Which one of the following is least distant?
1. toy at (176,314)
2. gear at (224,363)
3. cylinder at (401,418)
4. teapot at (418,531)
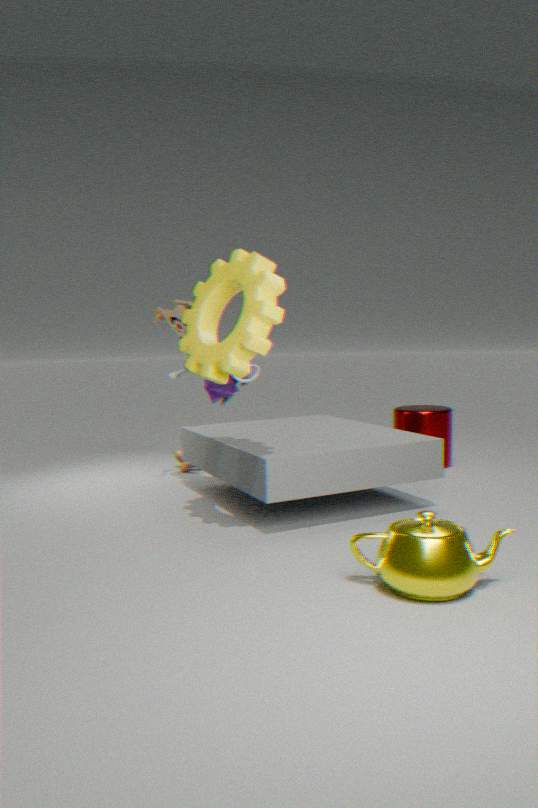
teapot at (418,531)
